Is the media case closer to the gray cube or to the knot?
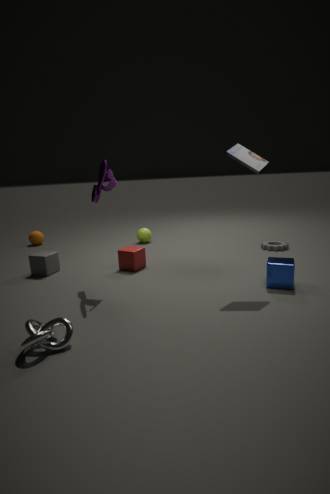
the knot
